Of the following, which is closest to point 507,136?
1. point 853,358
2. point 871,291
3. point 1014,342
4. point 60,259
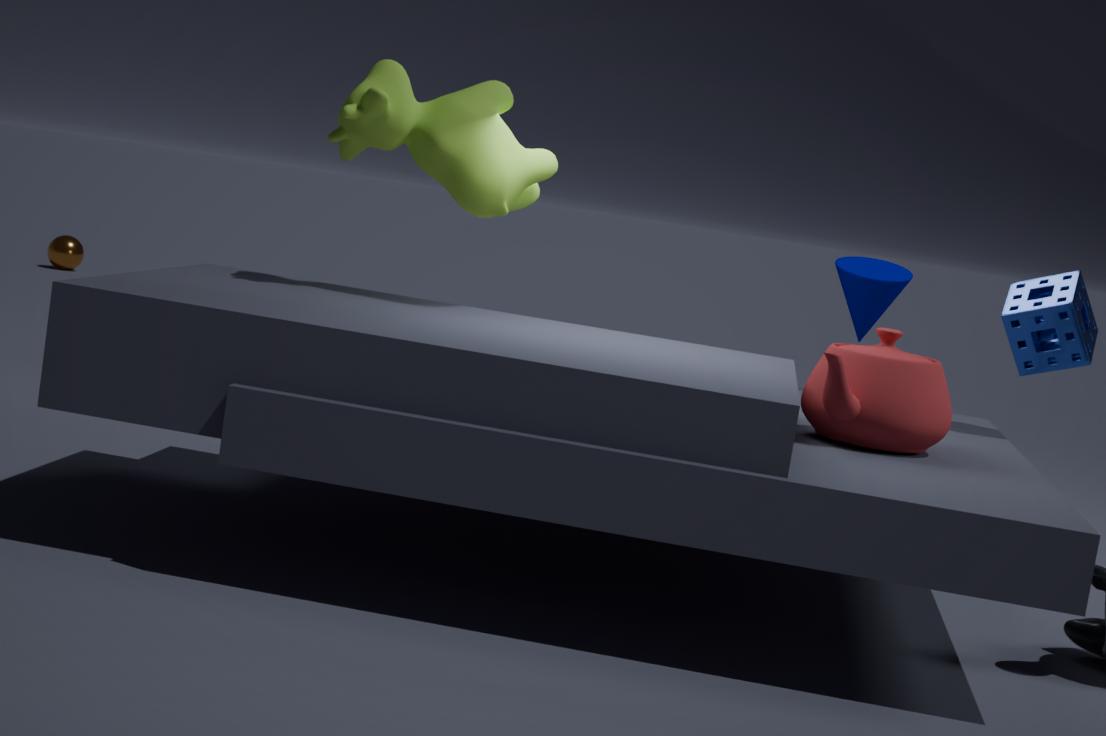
point 853,358
